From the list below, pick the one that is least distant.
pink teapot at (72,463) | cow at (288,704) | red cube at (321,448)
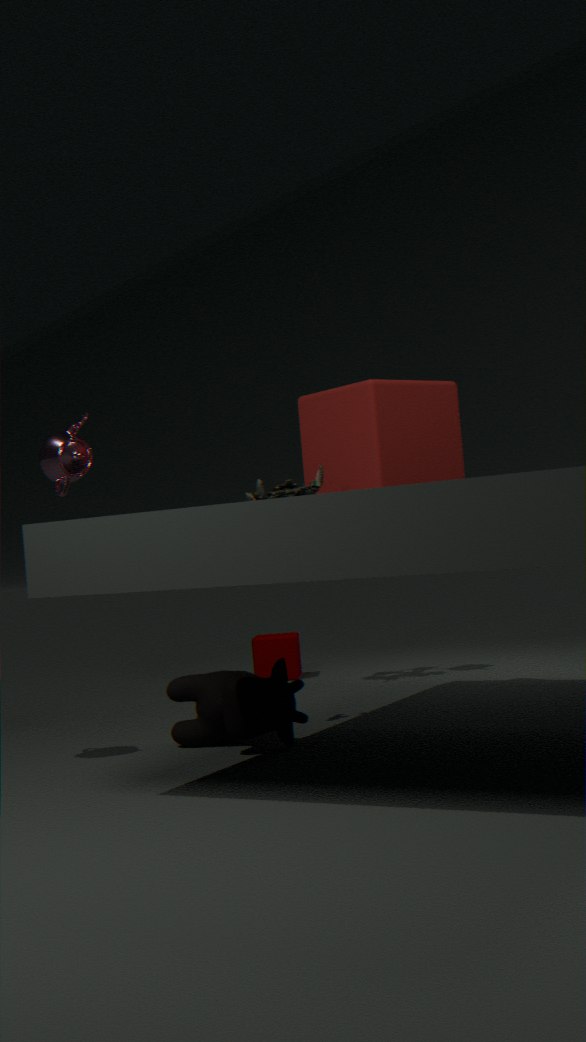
cow at (288,704)
